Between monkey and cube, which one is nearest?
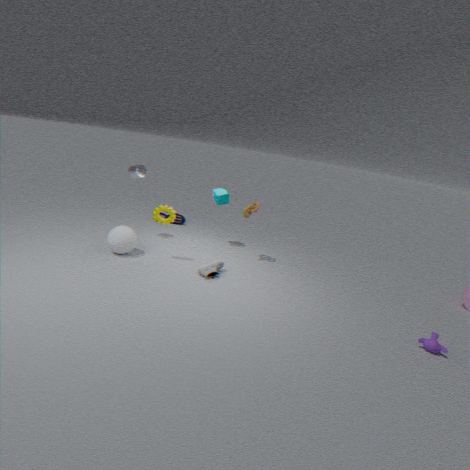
monkey
